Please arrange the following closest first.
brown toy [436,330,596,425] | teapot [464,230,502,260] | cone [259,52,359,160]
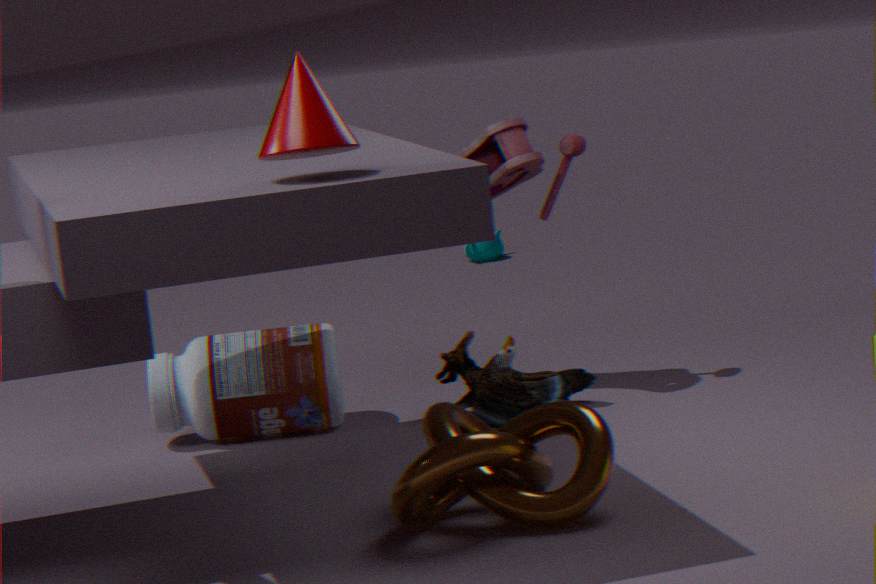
cone [259,52,359,160]
brown toy [436,330,596,425]
teapot [464,230,502,260]
